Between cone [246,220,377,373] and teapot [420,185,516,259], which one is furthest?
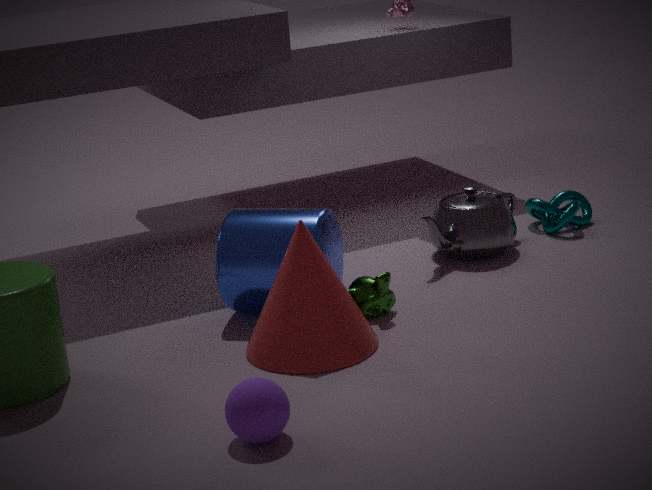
teapot [420,185,516,259]
